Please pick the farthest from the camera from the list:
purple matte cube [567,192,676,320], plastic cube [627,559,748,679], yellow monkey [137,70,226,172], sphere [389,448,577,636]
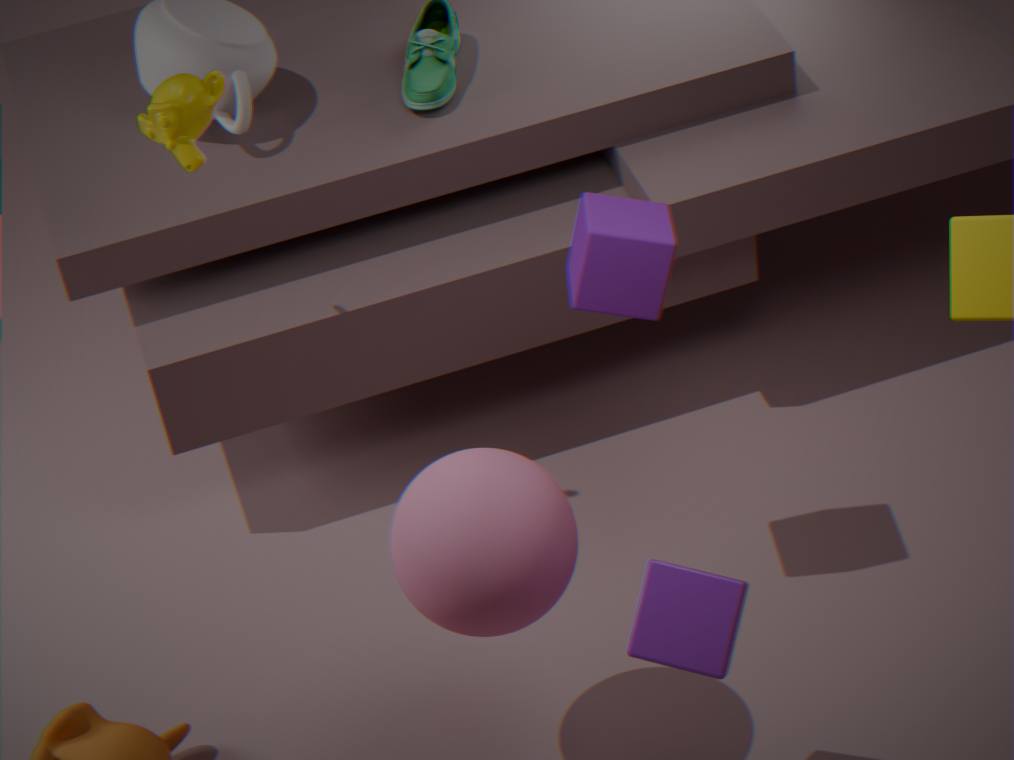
yellow monkey [137,70,226,172]
